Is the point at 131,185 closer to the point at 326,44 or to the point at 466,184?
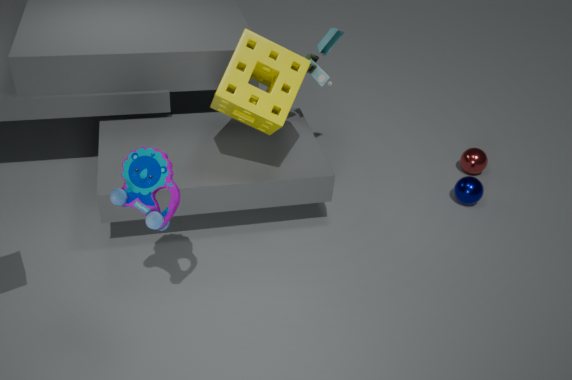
the point at 326,44
